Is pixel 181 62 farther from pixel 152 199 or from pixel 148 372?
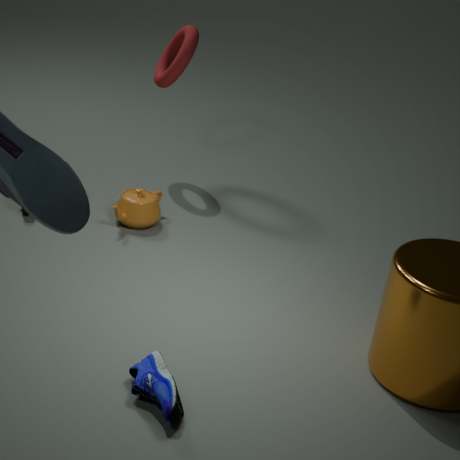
pixel 148 372
